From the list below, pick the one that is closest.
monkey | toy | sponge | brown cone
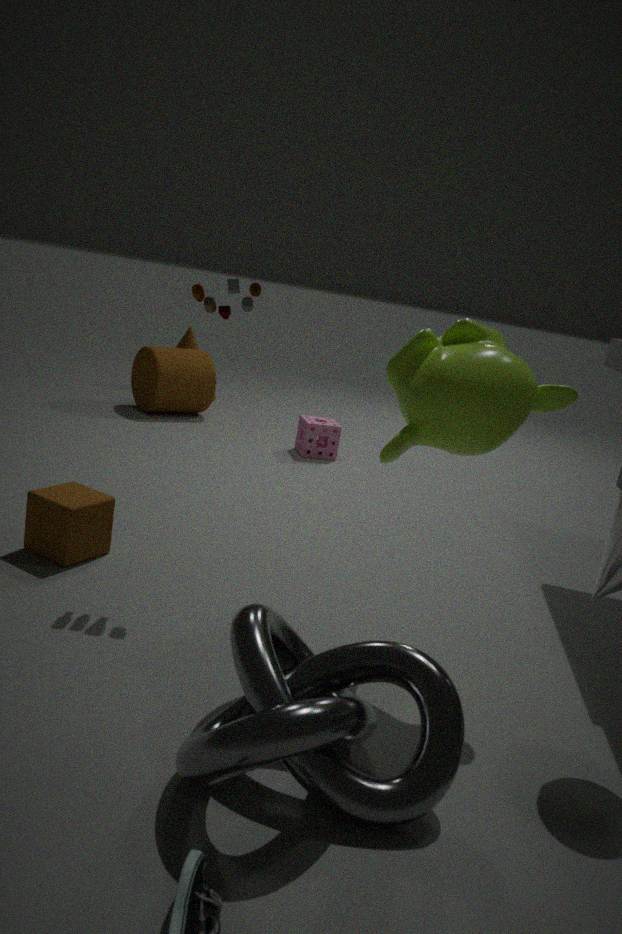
monkey
